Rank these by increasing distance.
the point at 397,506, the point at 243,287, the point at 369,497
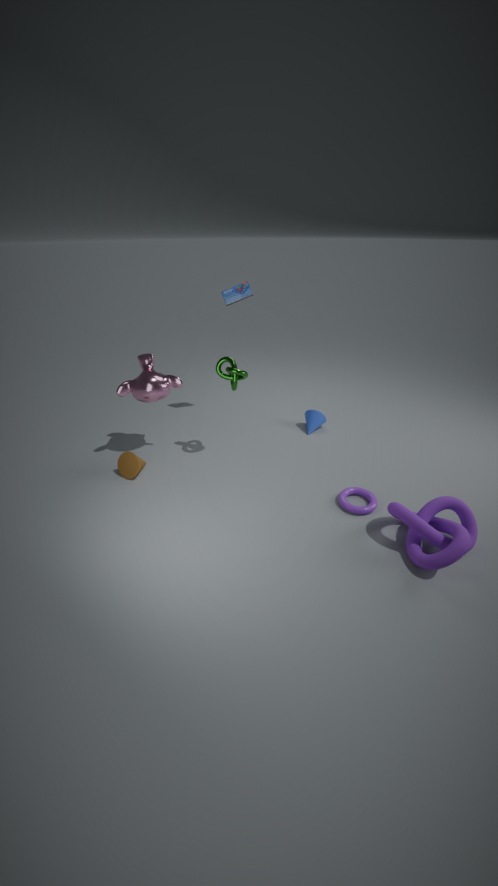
the point at 397,506
the point at 369,497
the point at 243,287
